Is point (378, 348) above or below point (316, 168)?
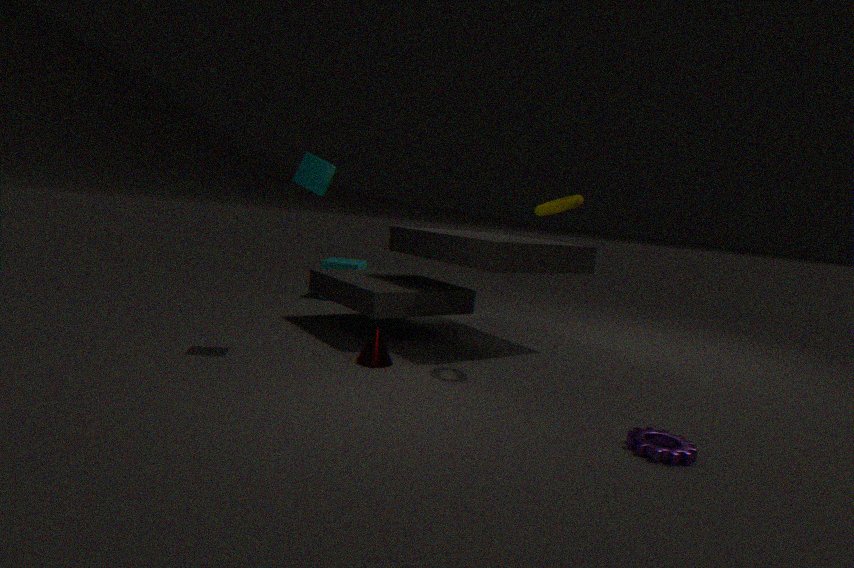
below
